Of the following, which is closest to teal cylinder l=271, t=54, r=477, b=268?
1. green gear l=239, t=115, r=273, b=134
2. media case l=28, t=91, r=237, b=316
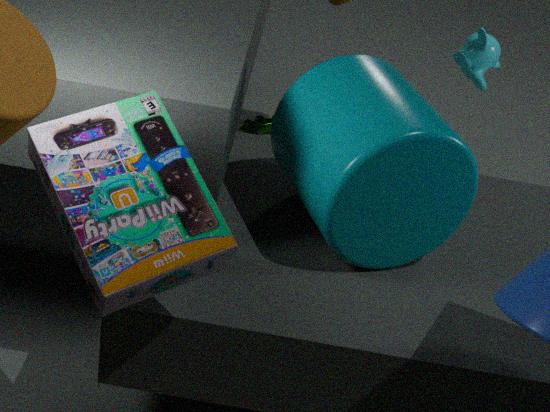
media case l=28, t=91, r=237, b=316
